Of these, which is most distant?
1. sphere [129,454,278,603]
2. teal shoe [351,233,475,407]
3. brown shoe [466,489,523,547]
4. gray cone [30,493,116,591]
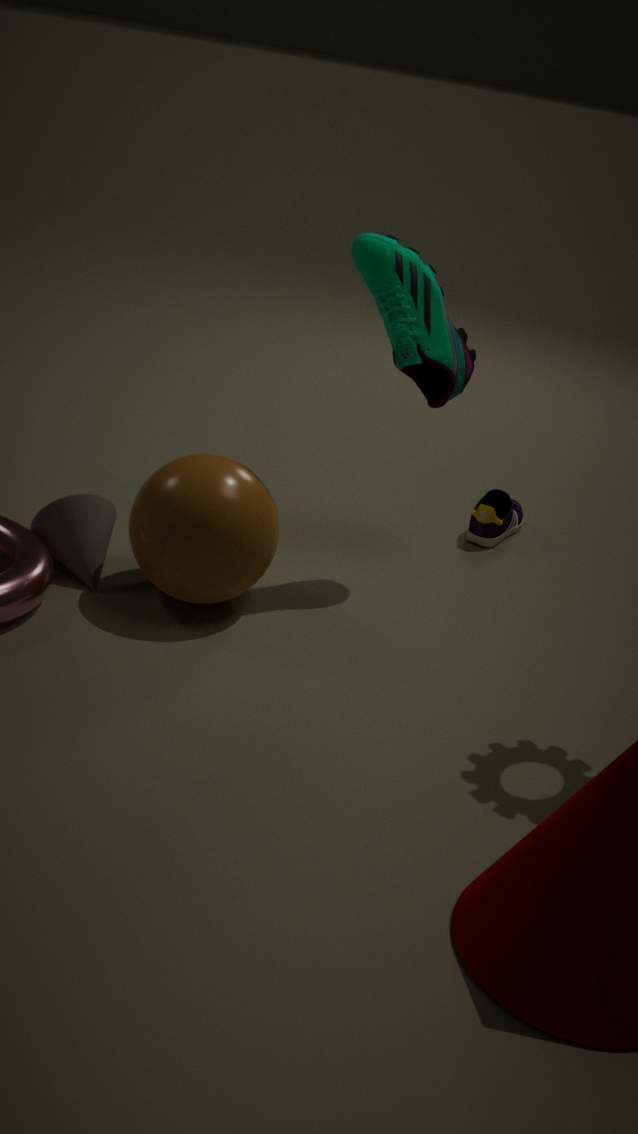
brown shoe [466,489,523,547]
